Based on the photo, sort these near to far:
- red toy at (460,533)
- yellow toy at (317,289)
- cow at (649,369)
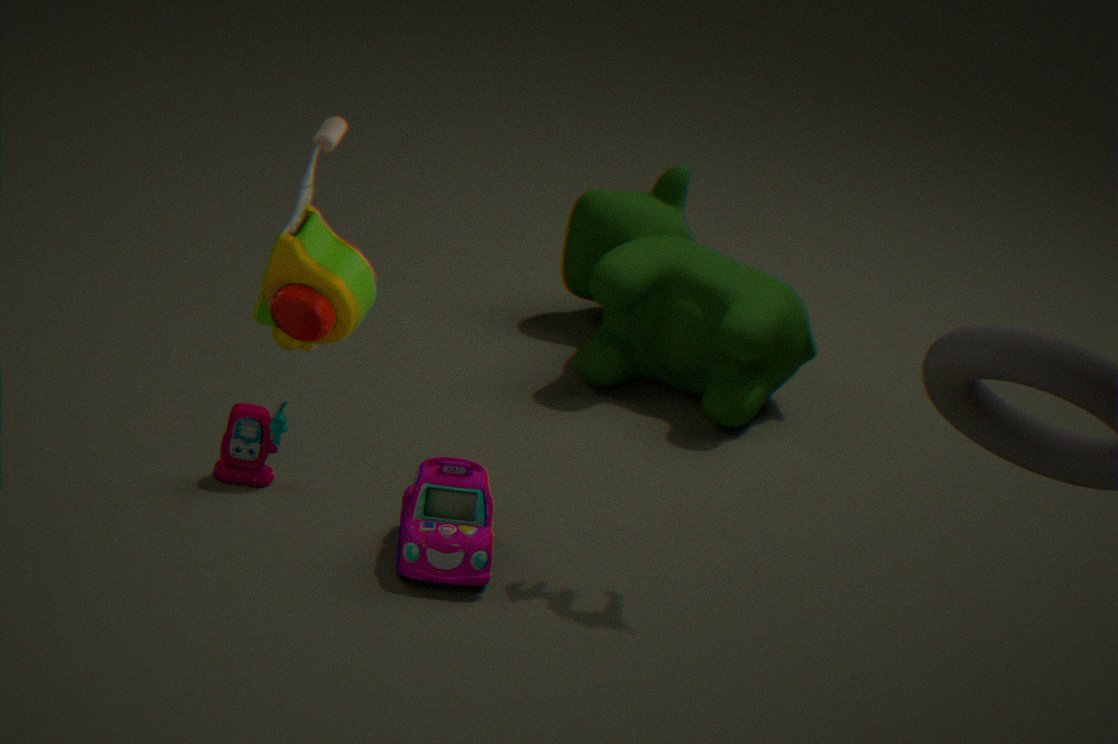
yellow toy at (317,289)
red toy at (460,533)
cow at (649,369)
